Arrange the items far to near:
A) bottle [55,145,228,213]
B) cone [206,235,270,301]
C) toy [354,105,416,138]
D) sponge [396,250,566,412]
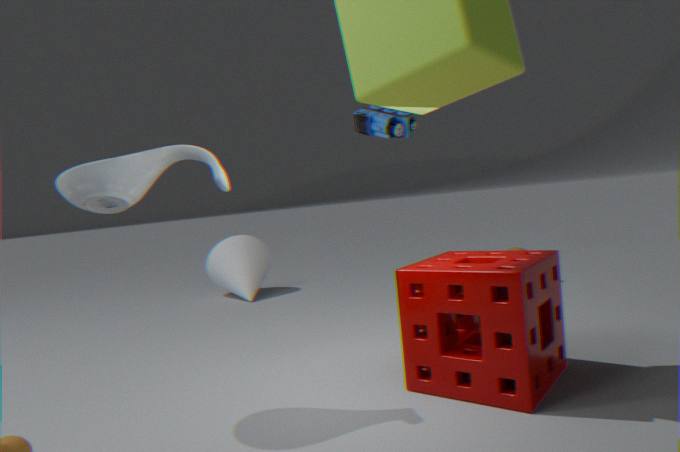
cone [206,235,270,301] → toy [354,105,416,138] → bottle [55,145,228,213] → sponge [396,250,566,412]
